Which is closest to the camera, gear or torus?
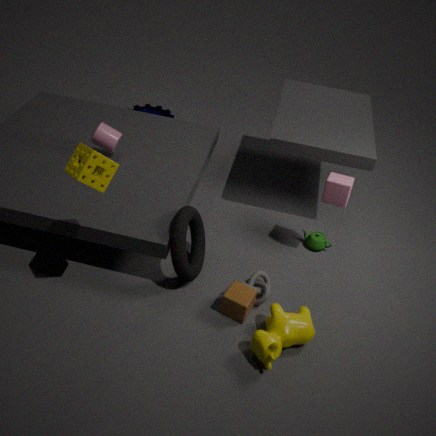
torus
